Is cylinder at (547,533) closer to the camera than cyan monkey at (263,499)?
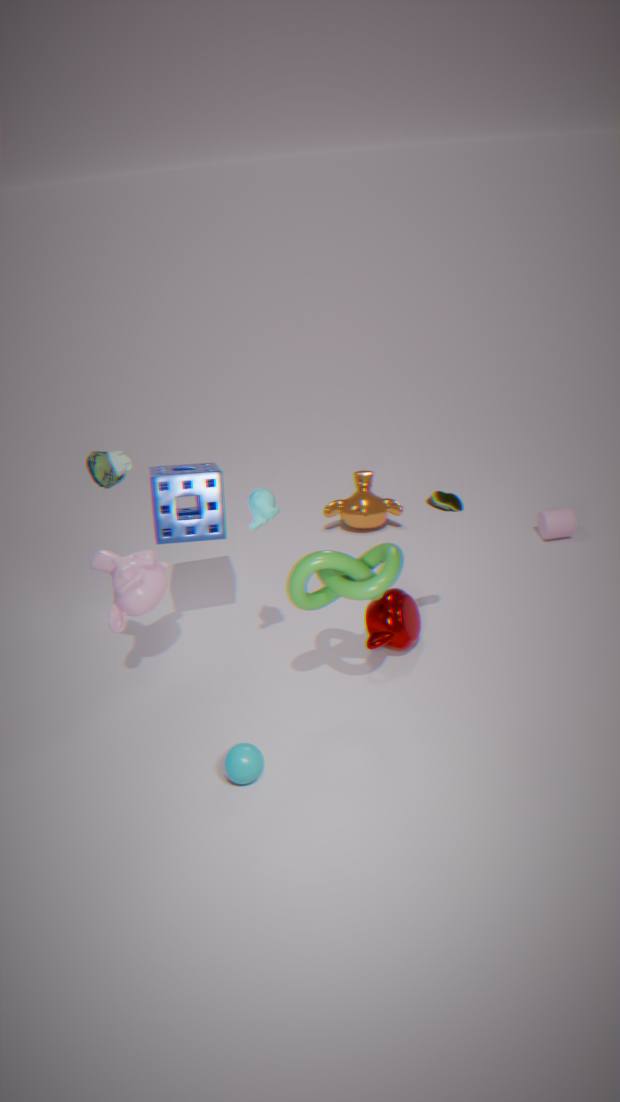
No
